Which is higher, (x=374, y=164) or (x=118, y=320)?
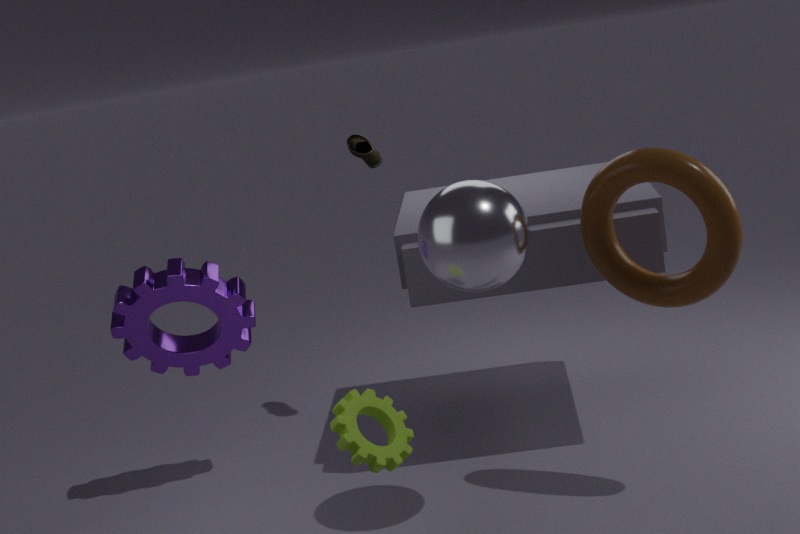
(x=374, y=164)
